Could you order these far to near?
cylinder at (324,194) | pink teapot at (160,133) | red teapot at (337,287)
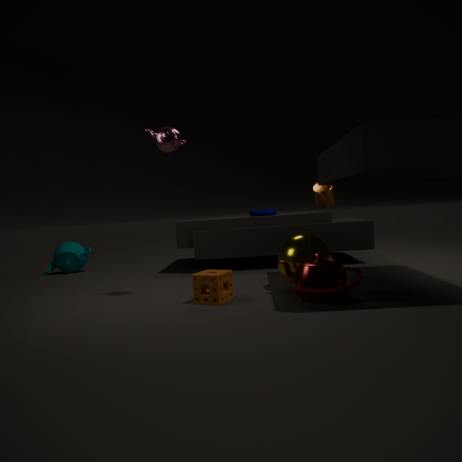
cylinder at (324,194), pink teapot at (160,133), red teapot at (337,287)
